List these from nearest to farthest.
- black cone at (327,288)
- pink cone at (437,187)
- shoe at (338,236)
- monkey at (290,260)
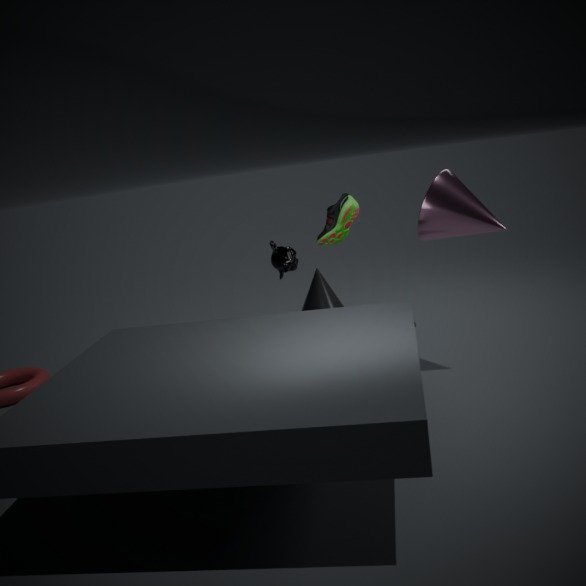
shoe at (338,236)
pink cone at (437,187)
monkey at (290,260)
black cone at (327,288)
